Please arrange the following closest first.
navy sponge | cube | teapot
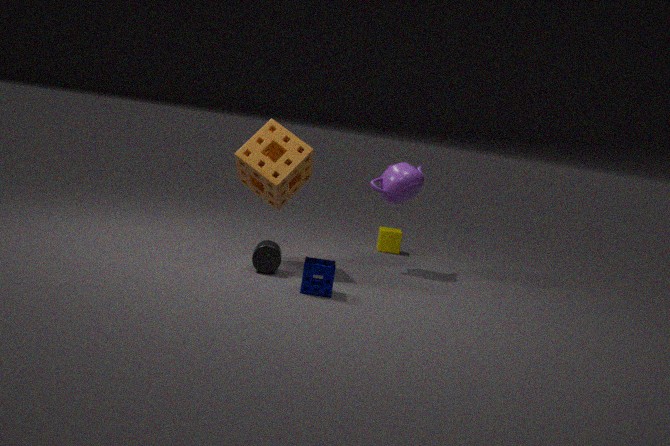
navy sponge < teapot < cube
